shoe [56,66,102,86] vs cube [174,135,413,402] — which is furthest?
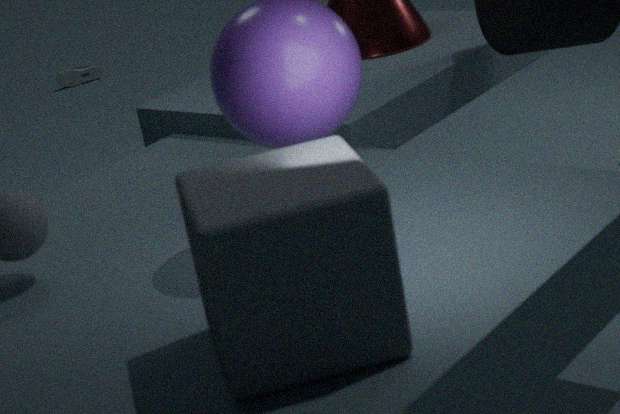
shoe [56,66,102,86]
